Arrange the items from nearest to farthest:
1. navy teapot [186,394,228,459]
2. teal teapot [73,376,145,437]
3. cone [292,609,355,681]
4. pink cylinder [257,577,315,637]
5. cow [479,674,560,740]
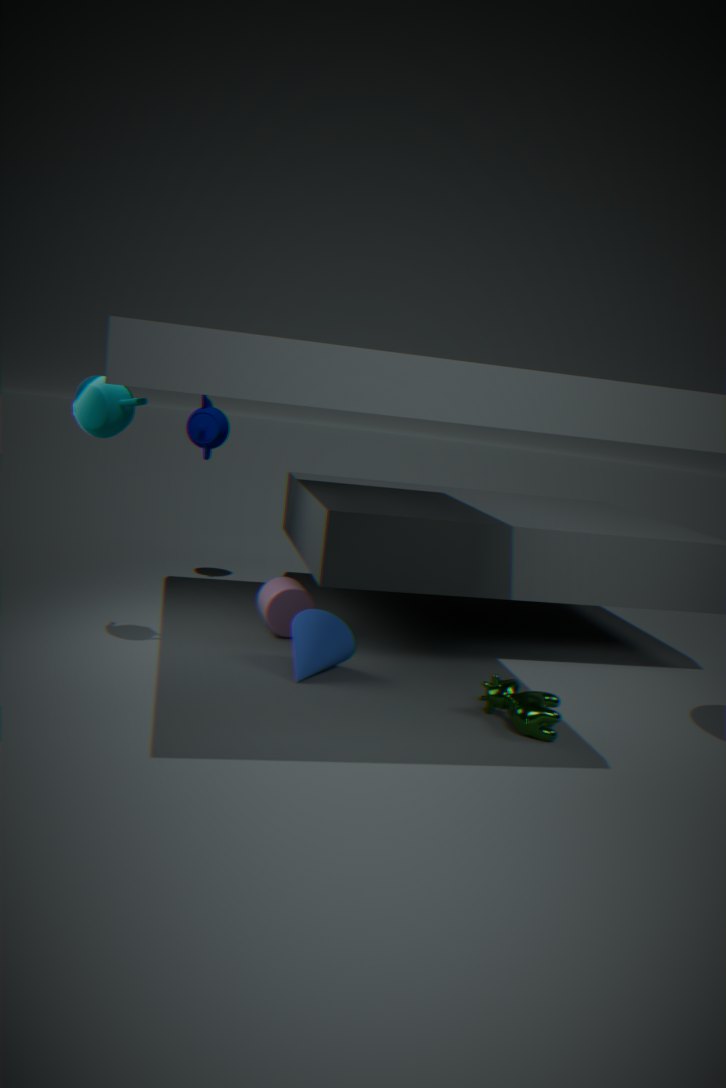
teal teapot [73,376,145,437], cow [479,674,560,740], cone [292,609,355,681], pink cylinder [257,577,315,637], navy teapot [186,394,228,459]
